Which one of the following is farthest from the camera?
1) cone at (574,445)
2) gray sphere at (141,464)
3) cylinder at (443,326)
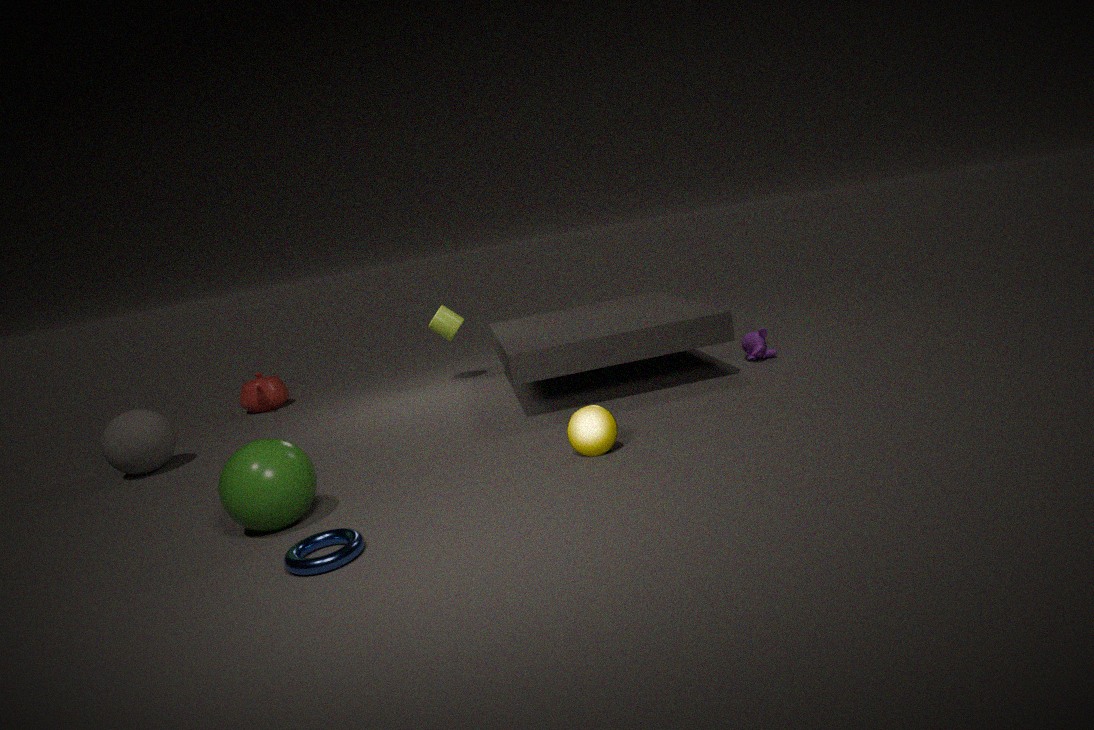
3. cylinder at (443,326)
